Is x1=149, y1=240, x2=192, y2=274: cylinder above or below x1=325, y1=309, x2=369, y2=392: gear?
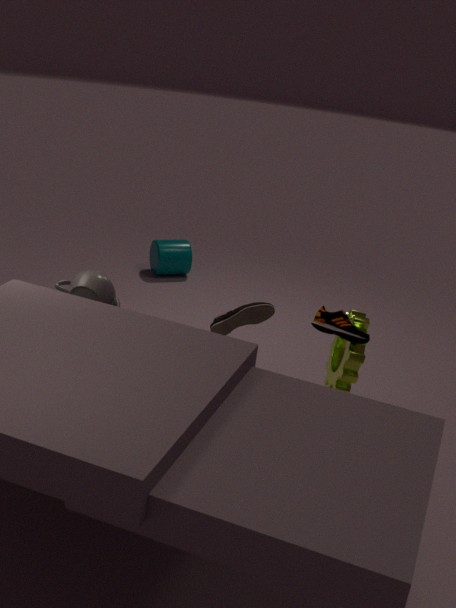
below
